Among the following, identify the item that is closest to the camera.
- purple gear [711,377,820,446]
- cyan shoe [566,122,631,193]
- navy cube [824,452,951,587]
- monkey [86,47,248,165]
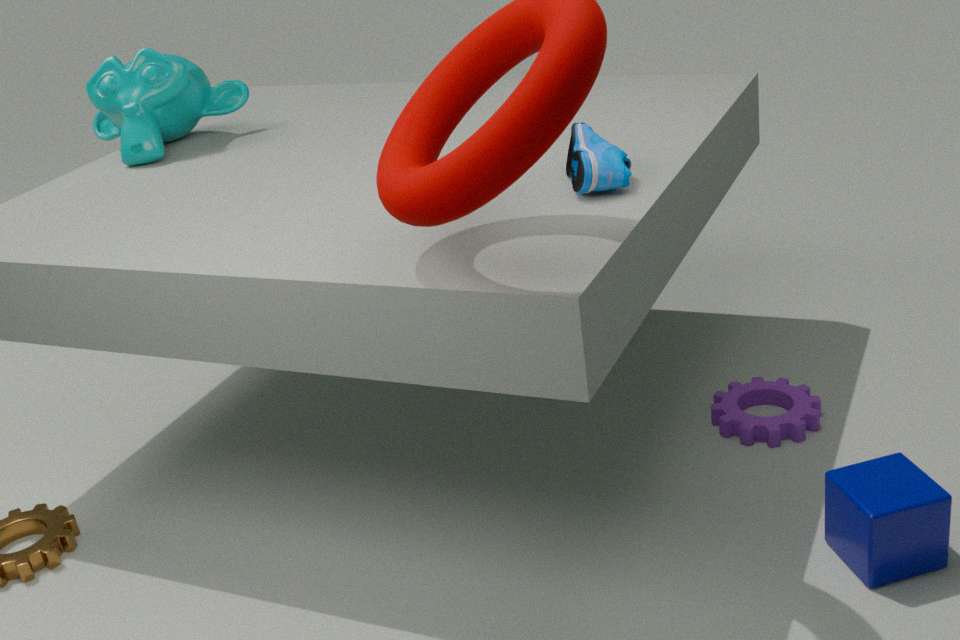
navy cube [824,452,951,587]
